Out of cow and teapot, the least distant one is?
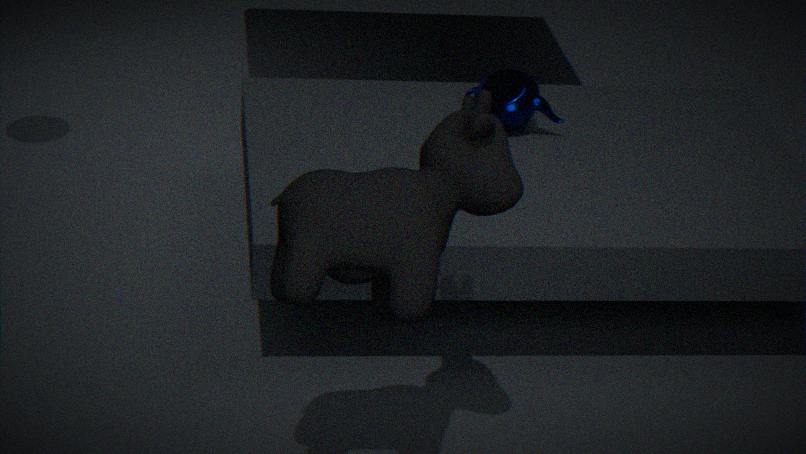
cow
